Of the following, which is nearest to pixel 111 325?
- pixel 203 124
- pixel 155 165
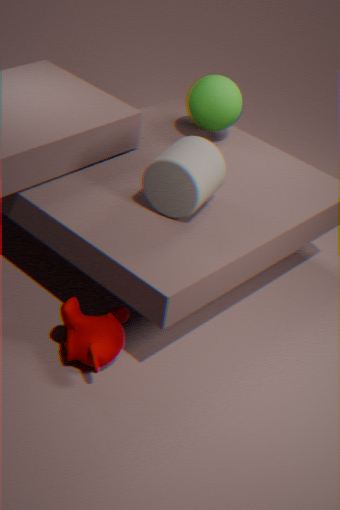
pixel 155 165
